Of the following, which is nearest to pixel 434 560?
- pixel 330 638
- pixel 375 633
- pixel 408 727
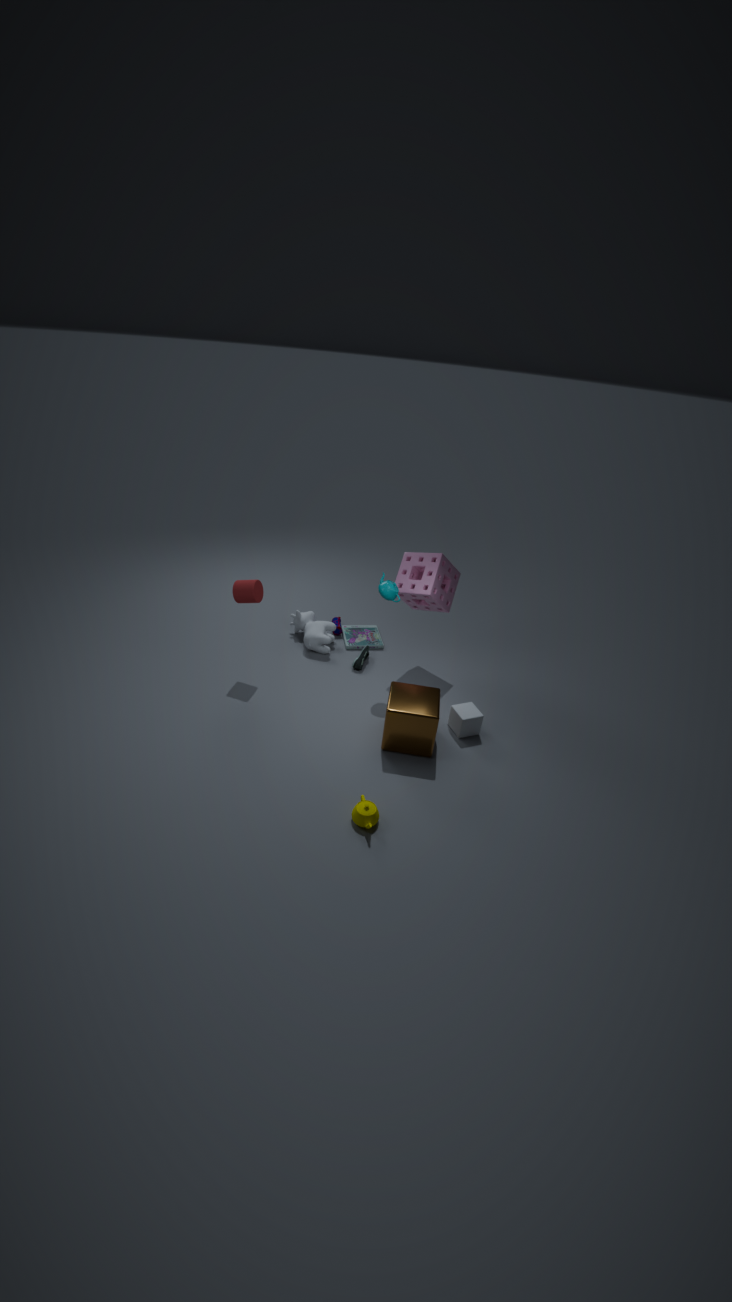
pixel 375 633
